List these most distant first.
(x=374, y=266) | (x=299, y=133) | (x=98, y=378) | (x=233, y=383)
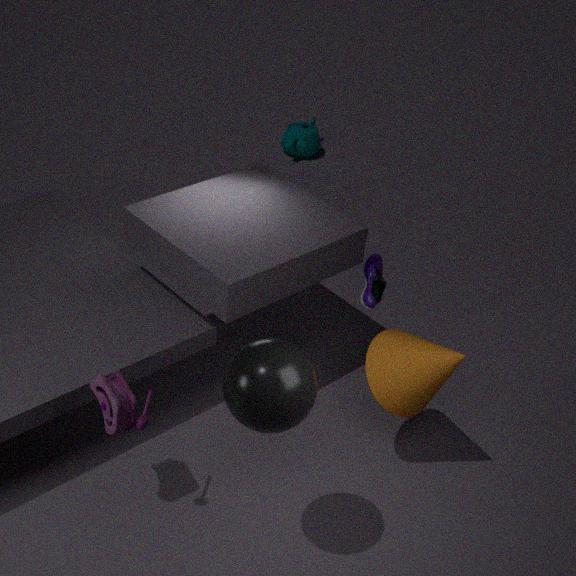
(x=299, y=133), (x=374, y=266), (x=98, y=378), (x=233, y=383)
